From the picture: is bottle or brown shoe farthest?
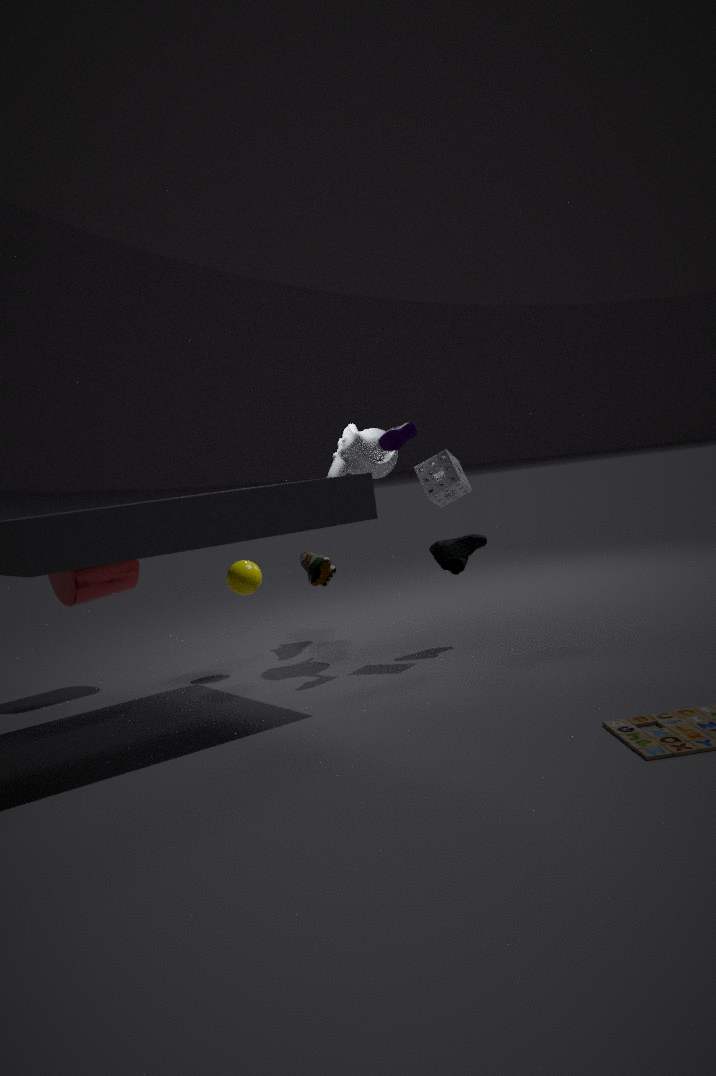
brown shoe
